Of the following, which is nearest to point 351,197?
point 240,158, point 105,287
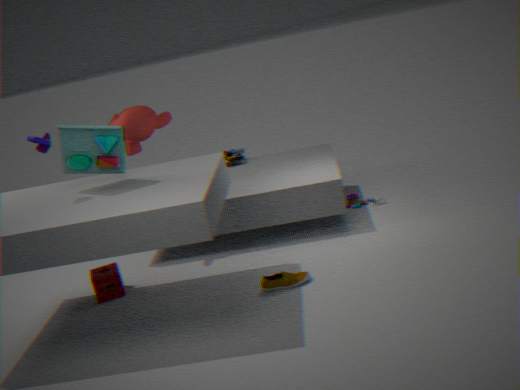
point 240,158
